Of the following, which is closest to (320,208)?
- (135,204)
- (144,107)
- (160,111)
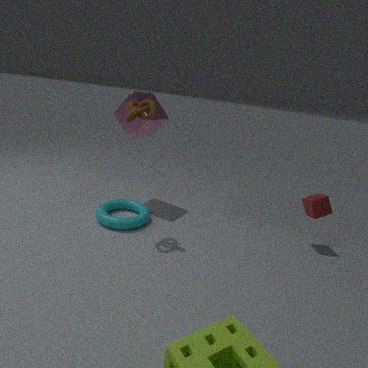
(144,107)
